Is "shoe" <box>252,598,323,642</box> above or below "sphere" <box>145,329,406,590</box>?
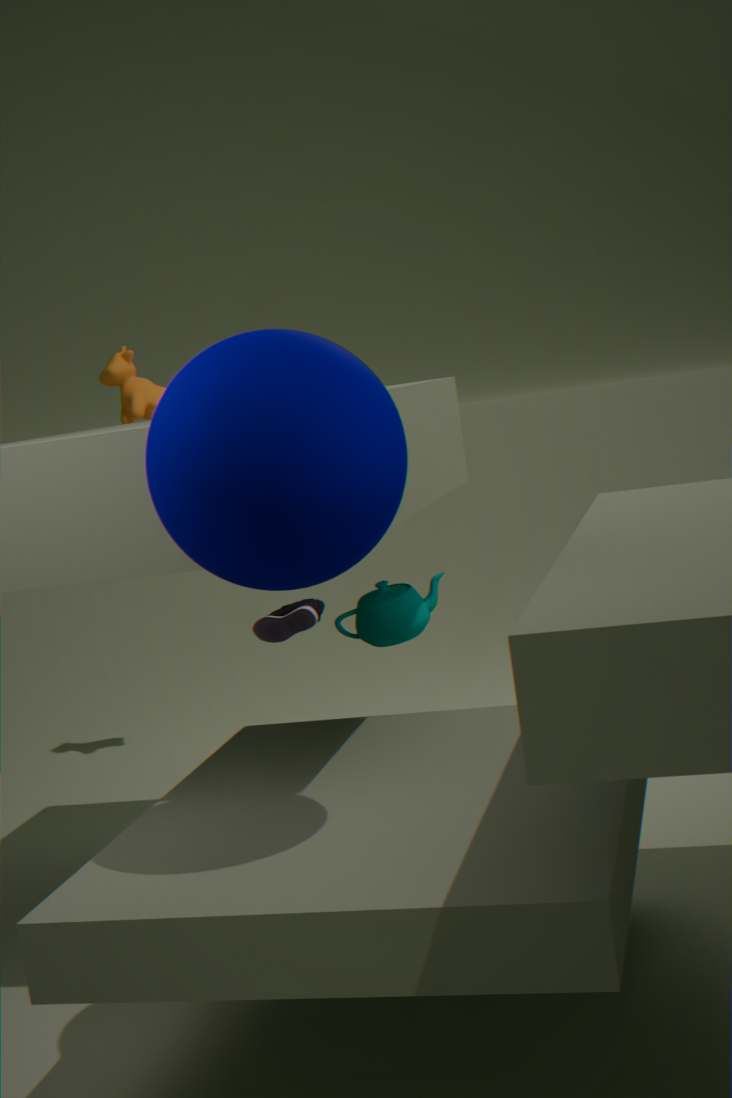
below
